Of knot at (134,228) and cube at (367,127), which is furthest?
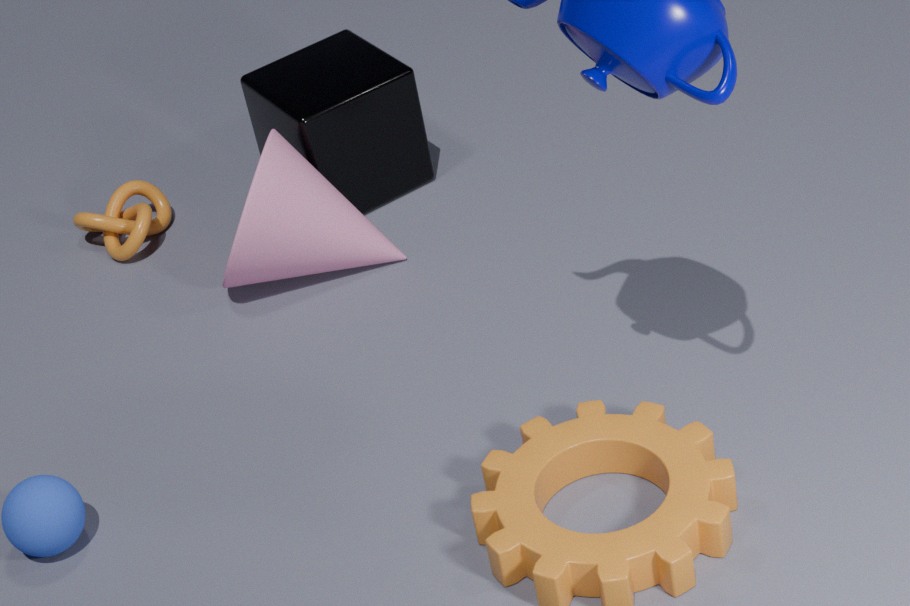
knot at (134,228)
